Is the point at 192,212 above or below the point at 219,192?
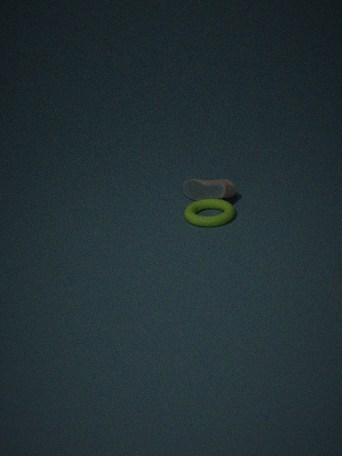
below
